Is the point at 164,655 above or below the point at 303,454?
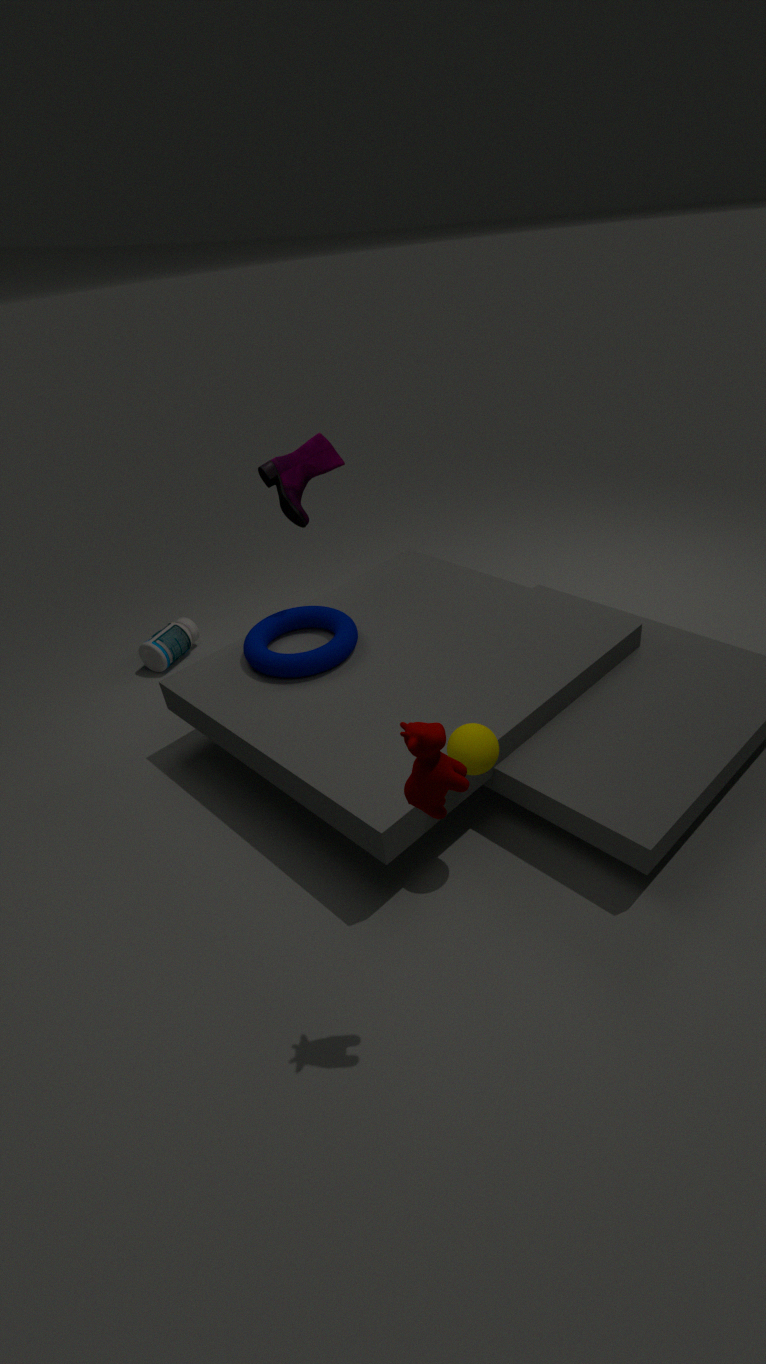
below
